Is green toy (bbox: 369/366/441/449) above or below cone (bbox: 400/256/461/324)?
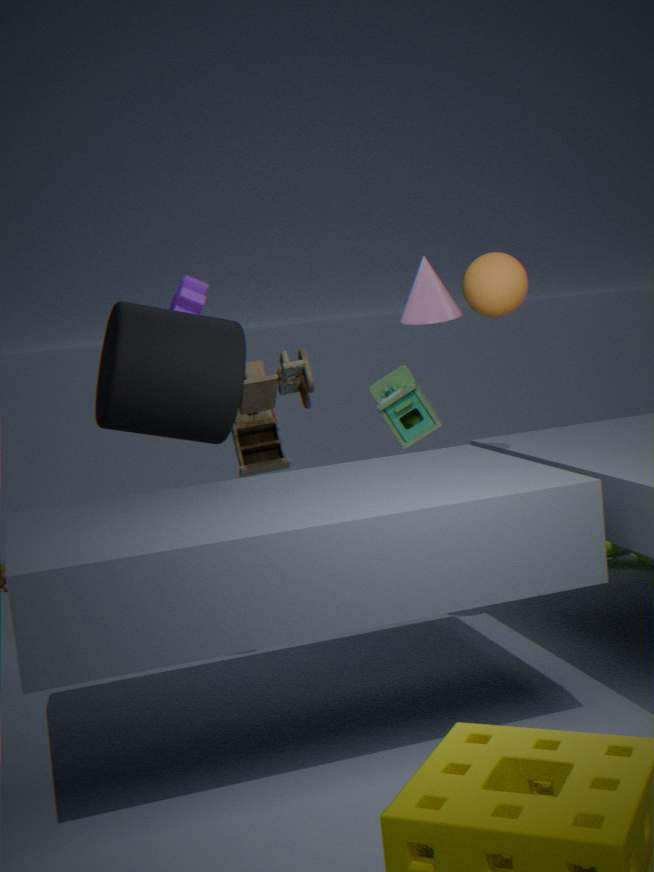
below
